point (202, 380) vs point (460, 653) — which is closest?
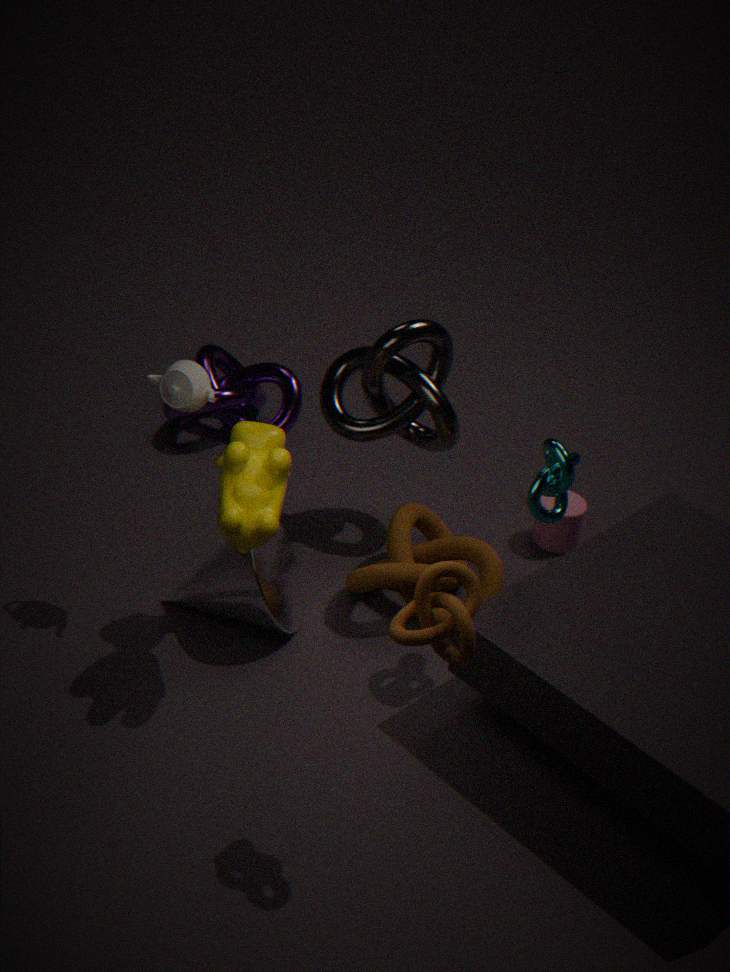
point (460, 653)
